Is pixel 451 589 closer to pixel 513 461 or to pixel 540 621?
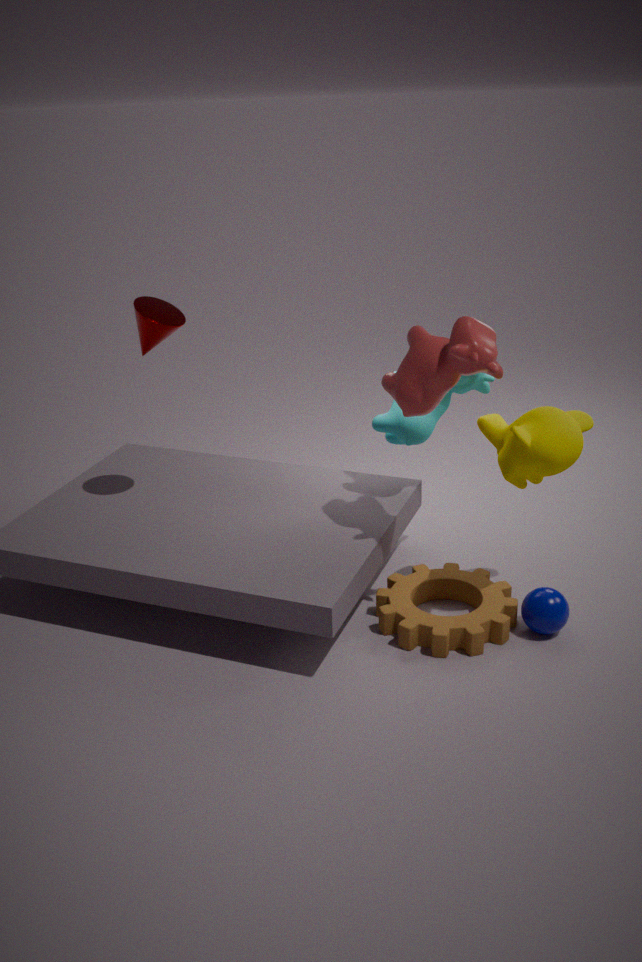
pixel 540 621
